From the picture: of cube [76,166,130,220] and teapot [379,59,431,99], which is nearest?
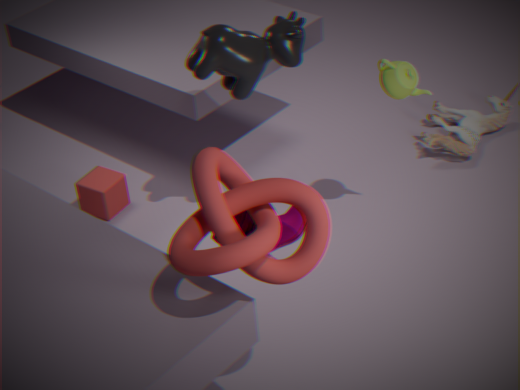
teapot [379,59,431,99]
